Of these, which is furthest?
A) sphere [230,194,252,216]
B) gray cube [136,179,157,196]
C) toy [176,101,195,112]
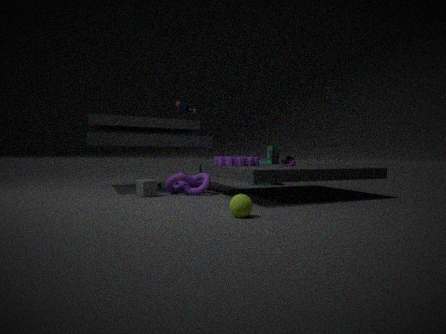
toy [176,101,195,112]
